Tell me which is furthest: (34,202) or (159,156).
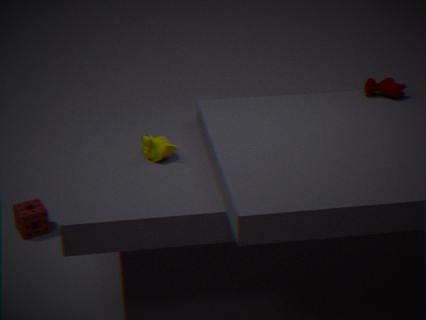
(34,202)
